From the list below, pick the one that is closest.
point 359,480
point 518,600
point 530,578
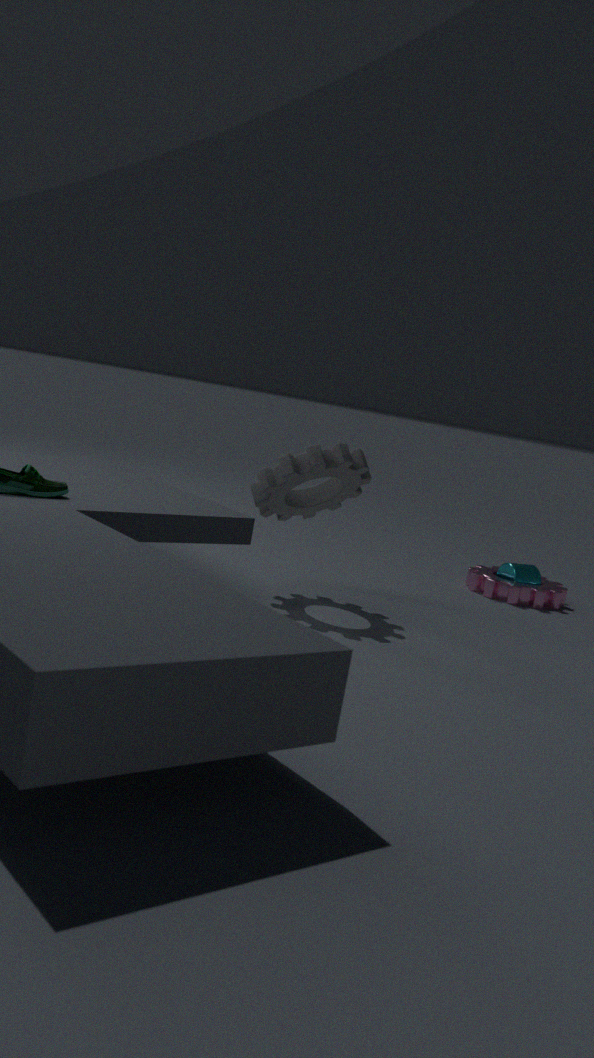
point 359,480
